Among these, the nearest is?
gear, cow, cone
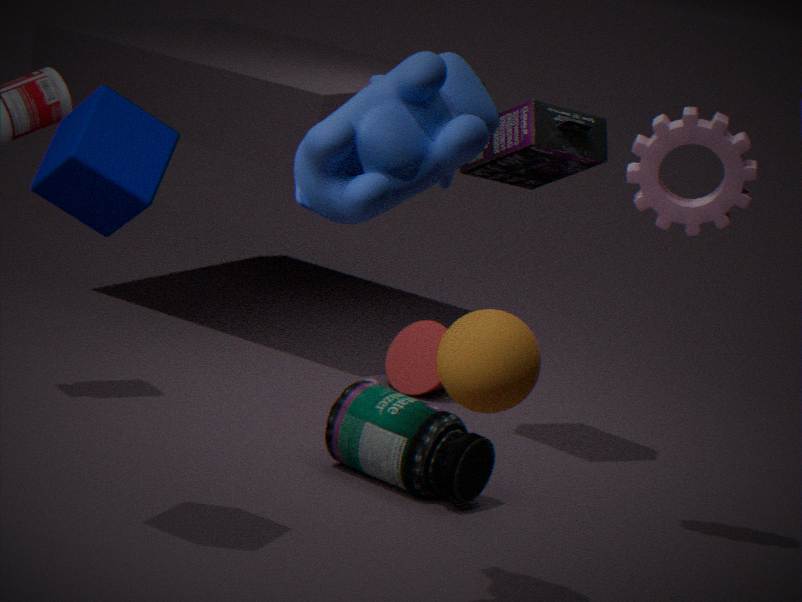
cow
